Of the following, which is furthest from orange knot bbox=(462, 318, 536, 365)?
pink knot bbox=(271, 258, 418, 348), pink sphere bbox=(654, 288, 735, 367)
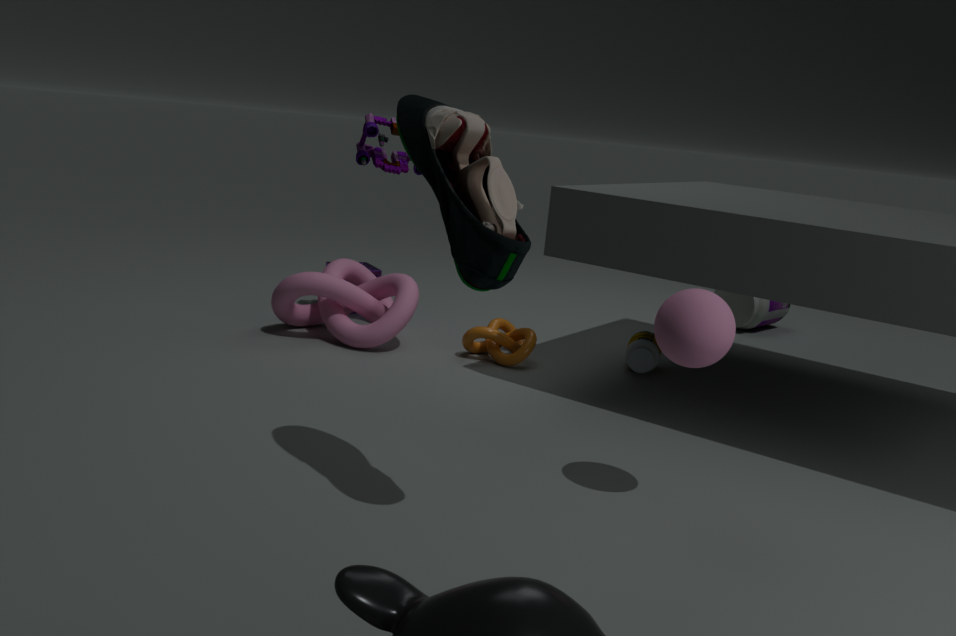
pink sphere bbox=(654, 288, 735, 367)
